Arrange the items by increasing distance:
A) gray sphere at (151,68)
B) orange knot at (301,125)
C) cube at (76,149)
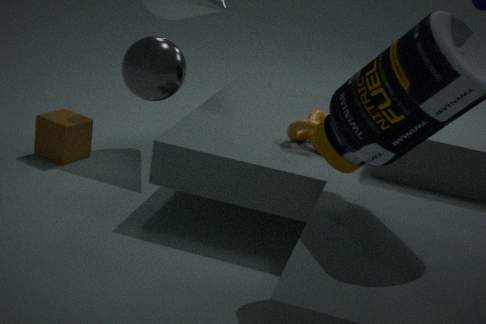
1. gray sphere at (151,68)
2. orange knot at (301,125)
3. cube at (76,149)
